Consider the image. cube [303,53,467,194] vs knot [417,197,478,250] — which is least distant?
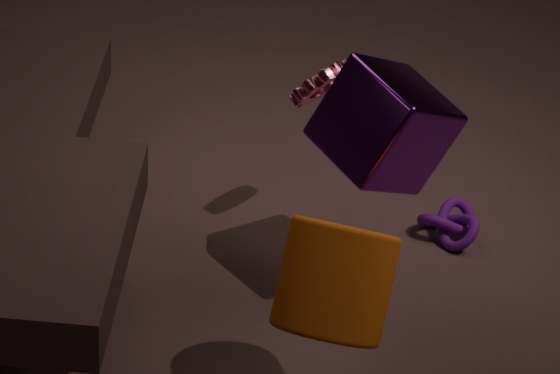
cube [303,53,467,194]
